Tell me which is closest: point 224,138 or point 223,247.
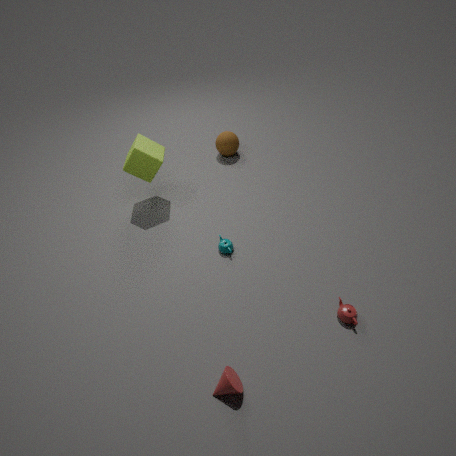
point 223,247
